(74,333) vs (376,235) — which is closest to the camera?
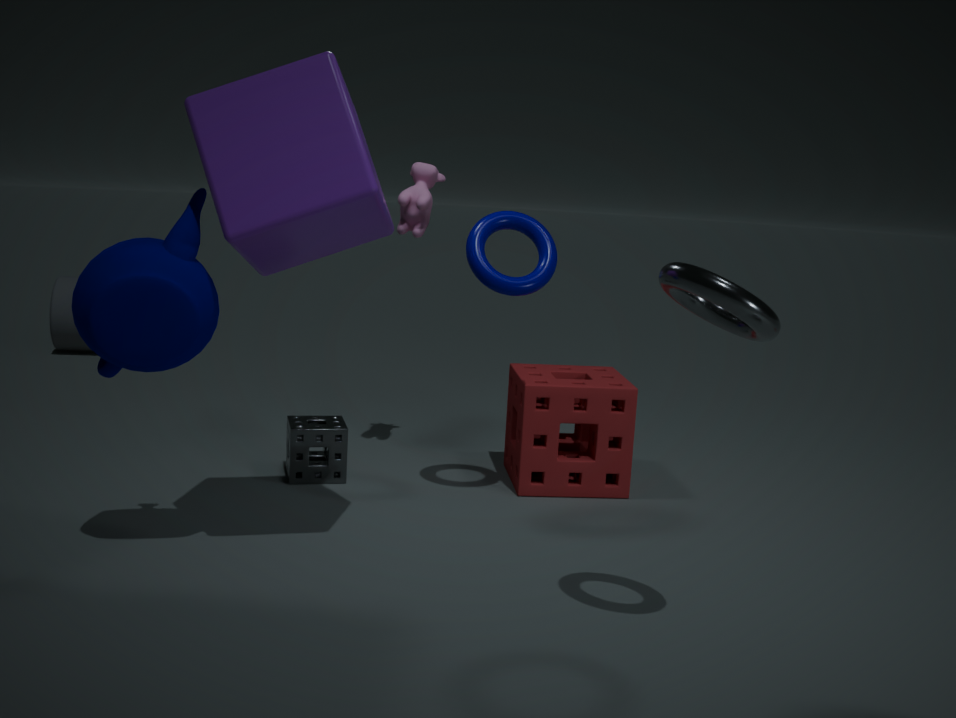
(376,235)
